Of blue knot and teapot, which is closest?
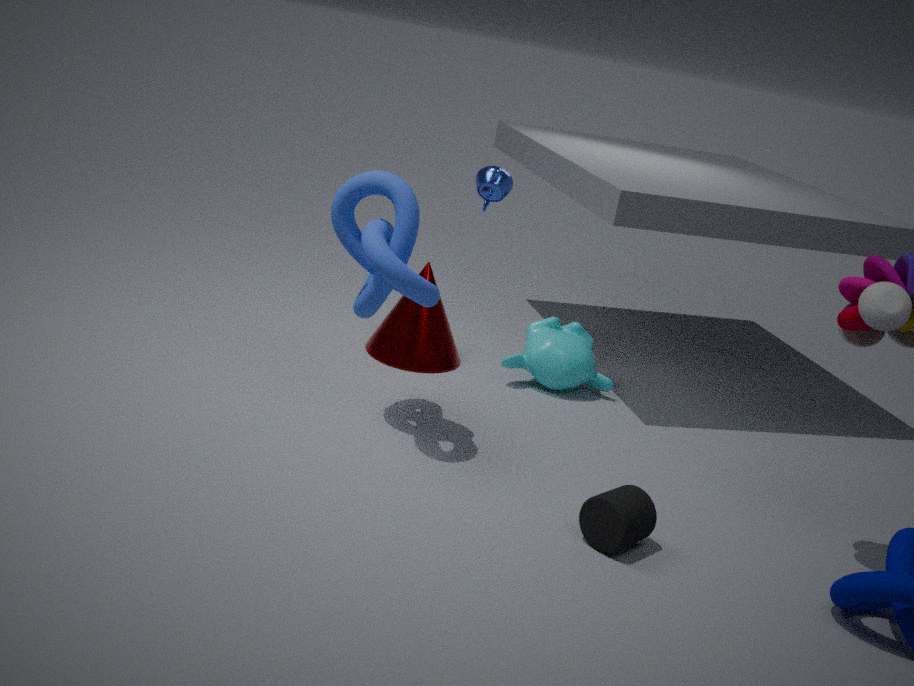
blue knot
